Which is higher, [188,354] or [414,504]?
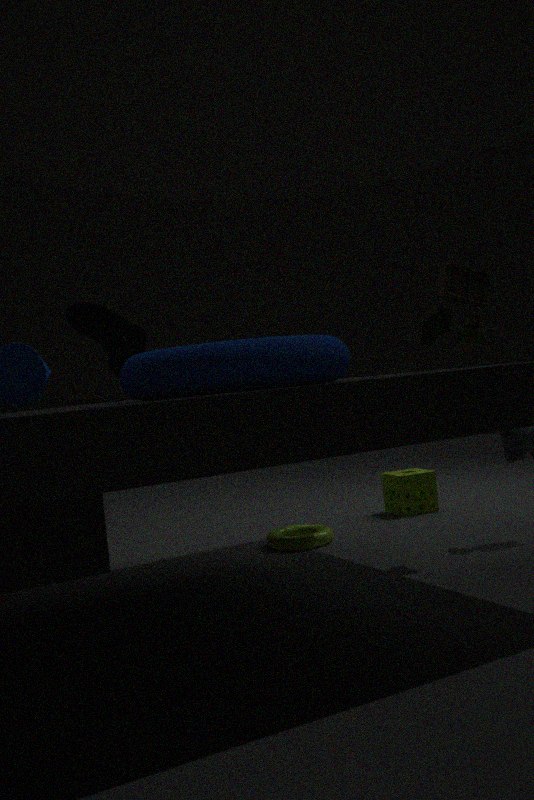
[188,354]
